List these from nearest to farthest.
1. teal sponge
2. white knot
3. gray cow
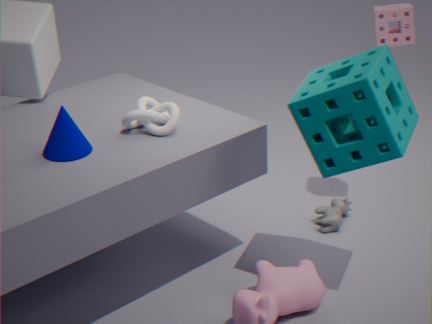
teal sponge → white knot → gray cow
